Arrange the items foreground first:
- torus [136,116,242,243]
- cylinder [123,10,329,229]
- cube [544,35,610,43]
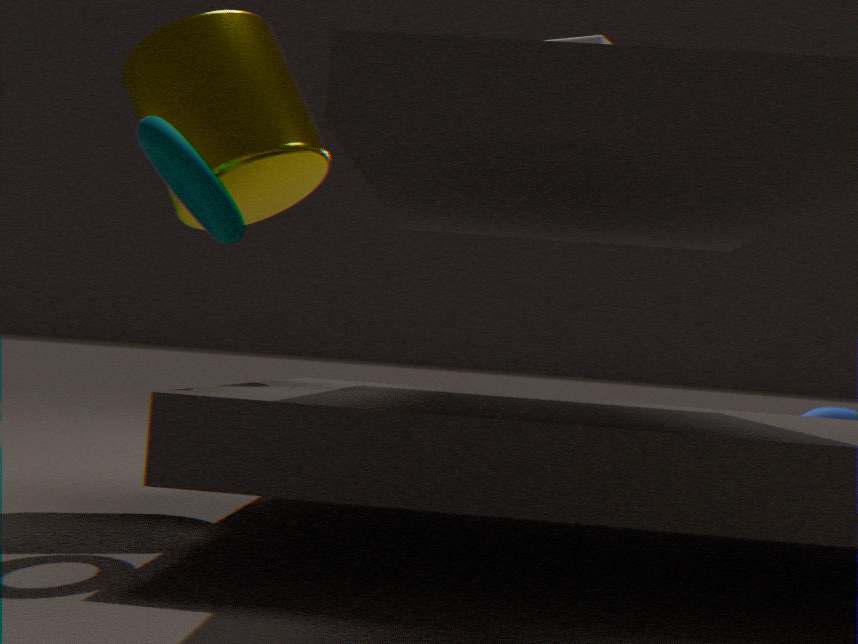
torus [136,116,242,243] → cube [544,35,610,43] → cylinder [123,10,329,229]
